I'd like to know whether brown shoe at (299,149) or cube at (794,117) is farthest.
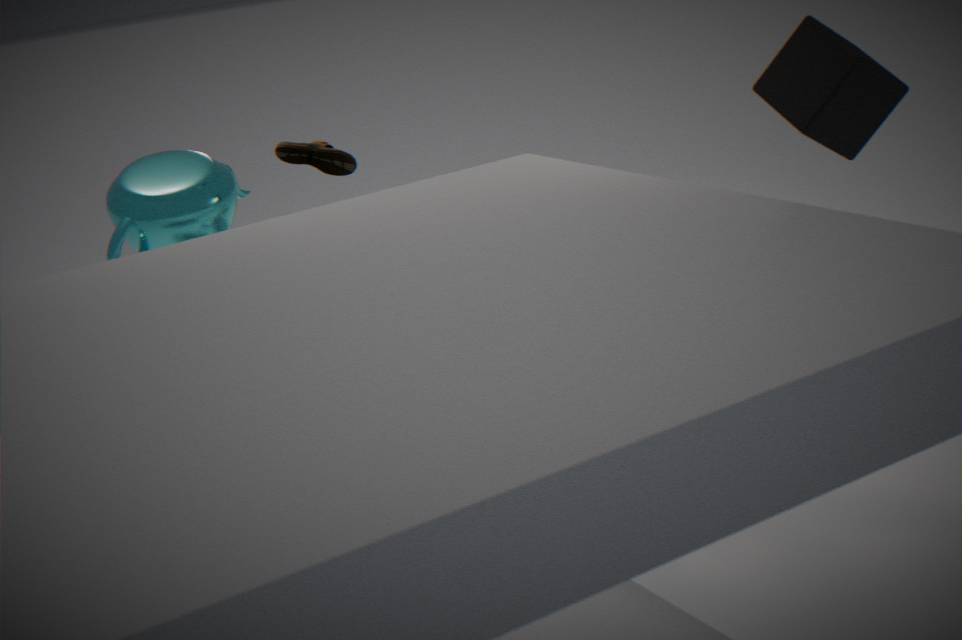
brown shoe at (299,149)
